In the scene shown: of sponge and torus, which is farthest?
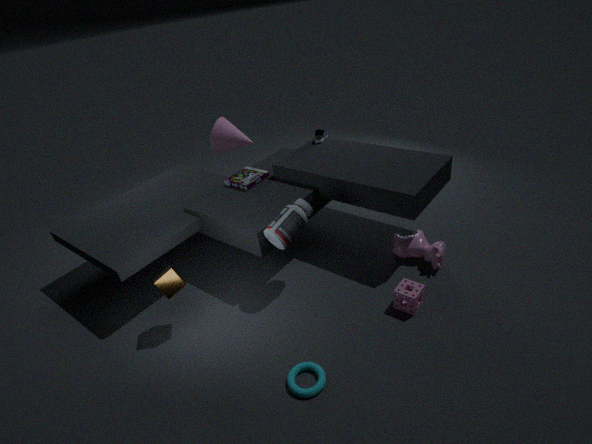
sponge
